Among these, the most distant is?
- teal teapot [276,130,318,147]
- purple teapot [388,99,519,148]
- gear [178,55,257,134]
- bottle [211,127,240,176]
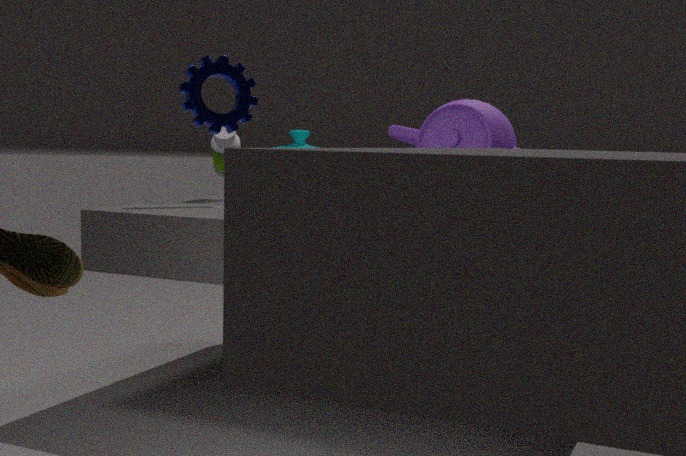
bottle [211,127,240,176]
